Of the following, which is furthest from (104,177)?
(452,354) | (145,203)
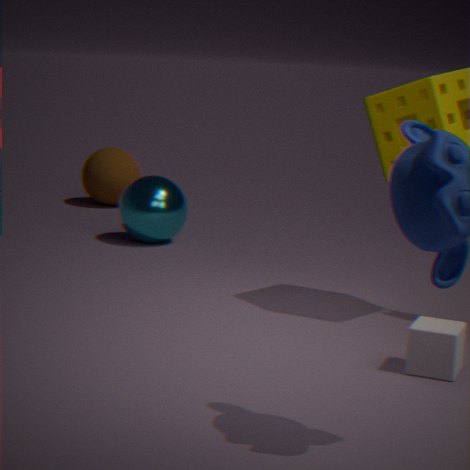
(452,354)
